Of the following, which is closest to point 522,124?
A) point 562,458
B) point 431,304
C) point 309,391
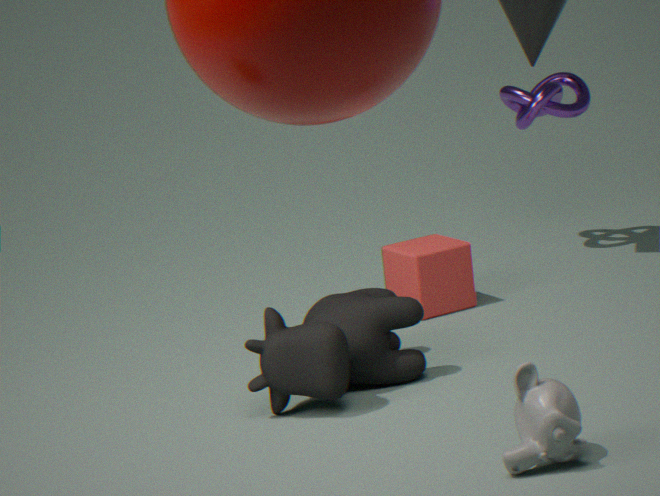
point 431,304
